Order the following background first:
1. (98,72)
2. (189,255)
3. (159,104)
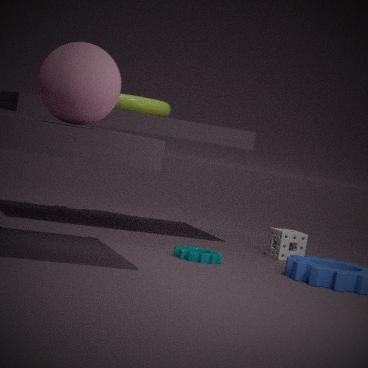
1. (159,104)
2. (189,255)
3. (98,72)
